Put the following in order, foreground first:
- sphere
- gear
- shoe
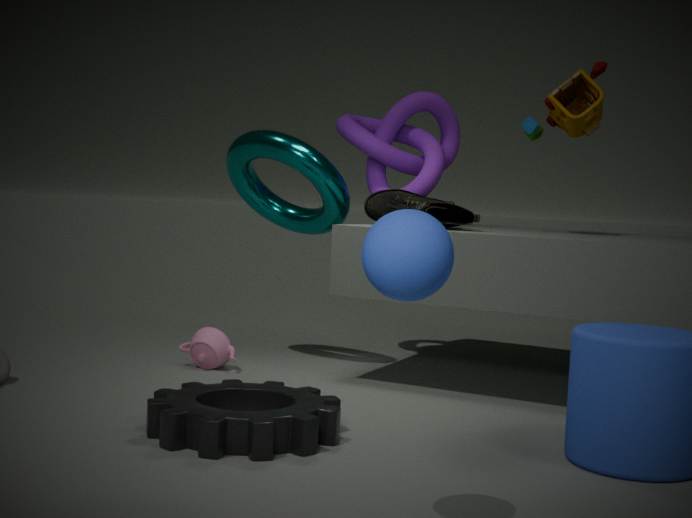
sphere < gear < shoe
